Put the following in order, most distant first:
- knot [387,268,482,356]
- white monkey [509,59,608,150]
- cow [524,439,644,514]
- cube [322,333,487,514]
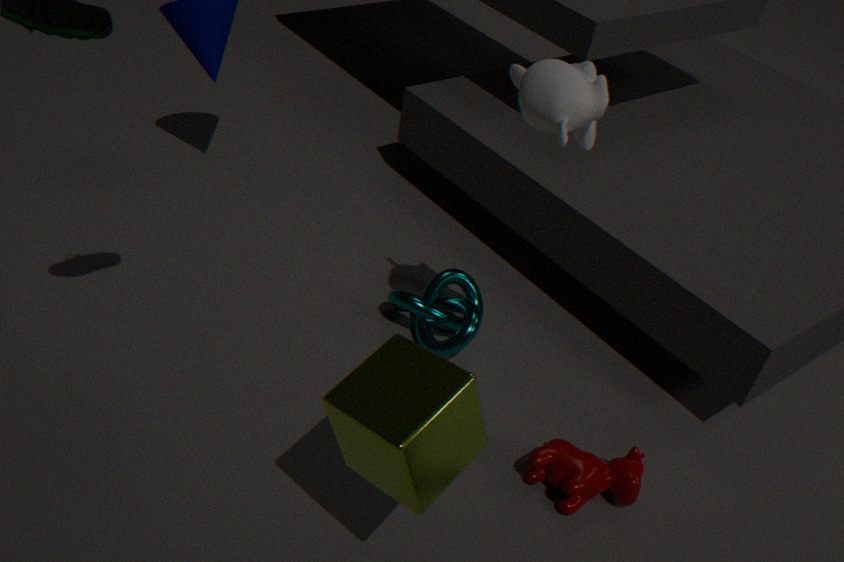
knot [387,268,482,356]
cow [524,439,644,514]
white monkey [509,59,608,150]
cube [322,333,487,514]
